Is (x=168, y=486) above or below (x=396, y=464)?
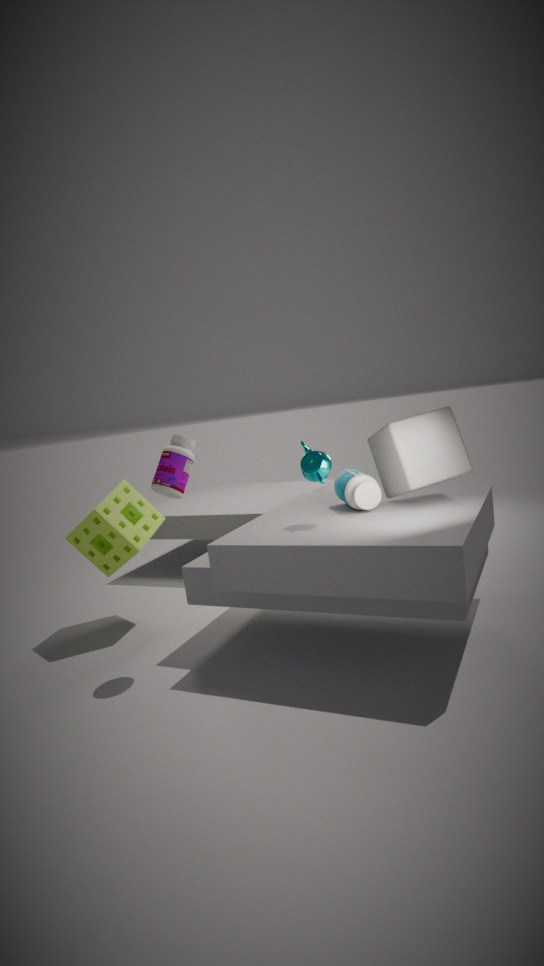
above
